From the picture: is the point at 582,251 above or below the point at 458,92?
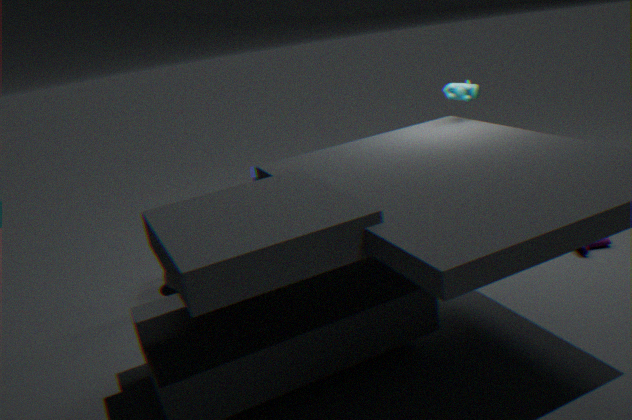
below
